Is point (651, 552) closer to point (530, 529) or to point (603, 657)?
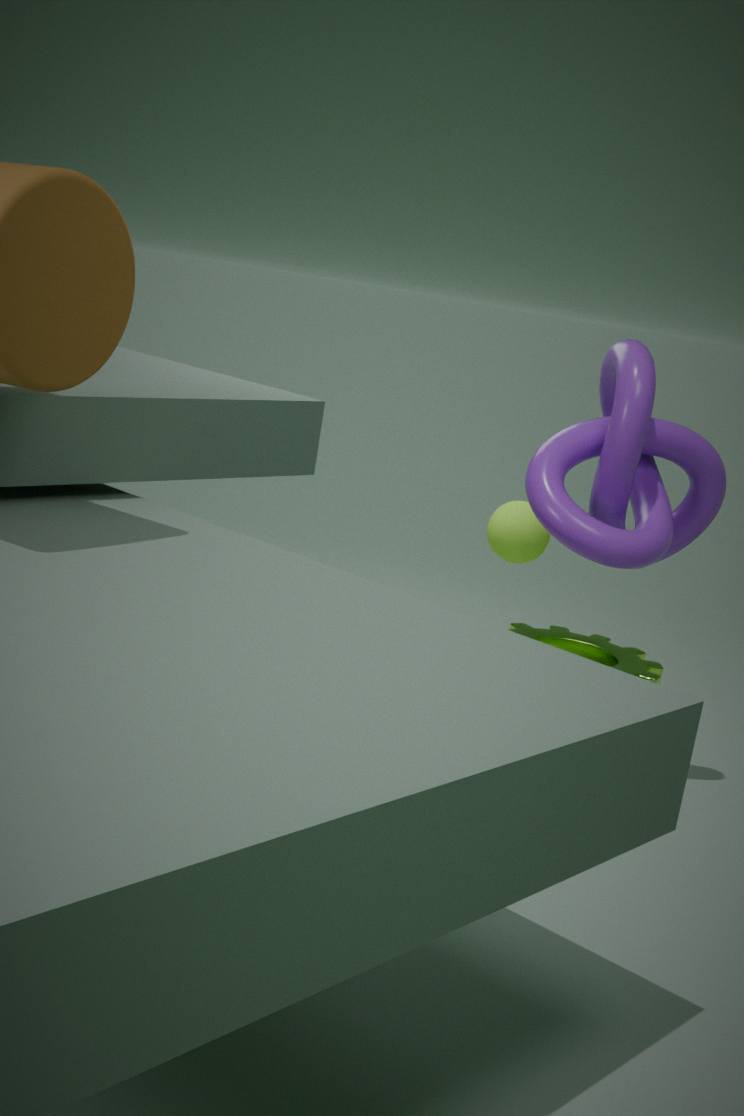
point (530, 529)
